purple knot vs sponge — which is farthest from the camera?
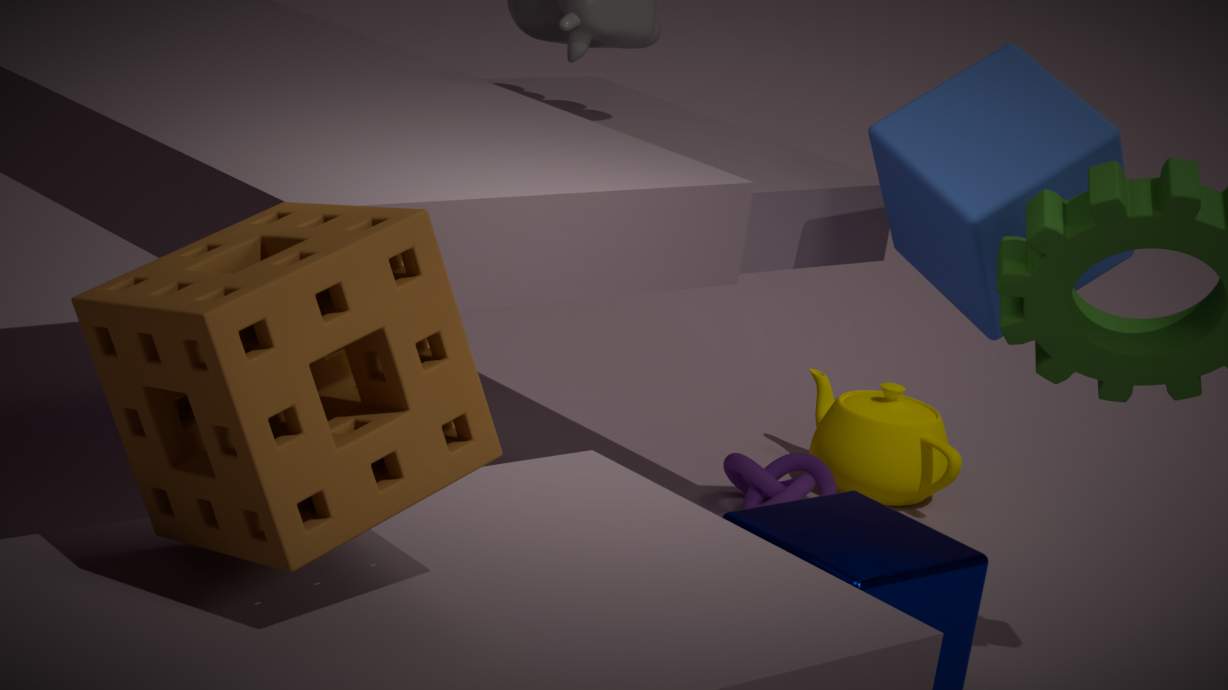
purple knot
